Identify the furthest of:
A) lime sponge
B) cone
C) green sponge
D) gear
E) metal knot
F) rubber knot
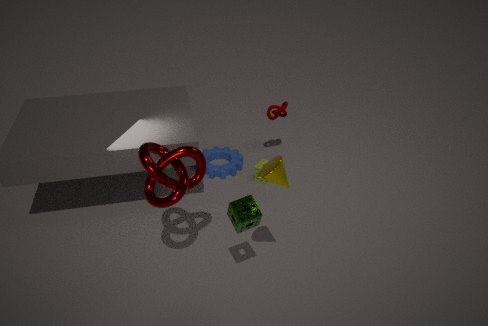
gear
